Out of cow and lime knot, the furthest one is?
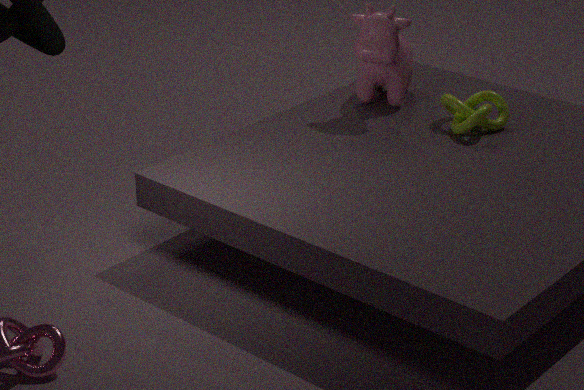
cow
